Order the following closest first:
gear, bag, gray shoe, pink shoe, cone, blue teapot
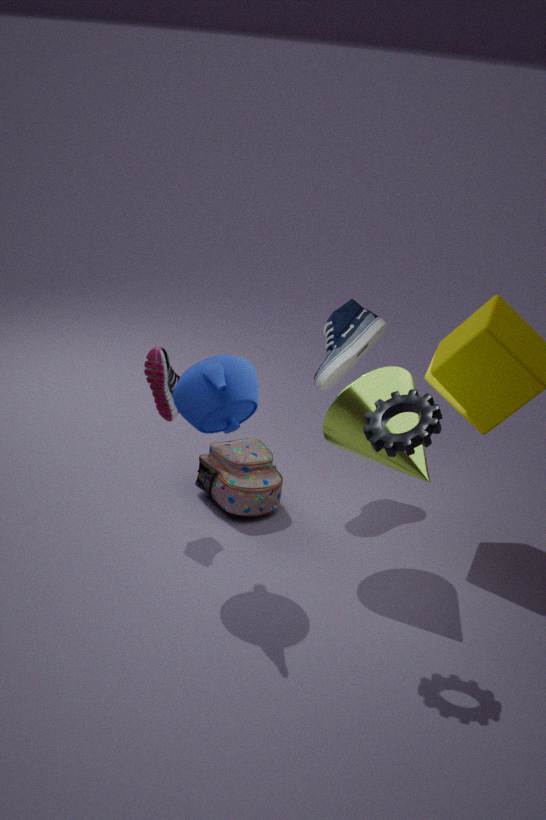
gear, blue teapot, cone, pink shoe, bag, gray shoe
